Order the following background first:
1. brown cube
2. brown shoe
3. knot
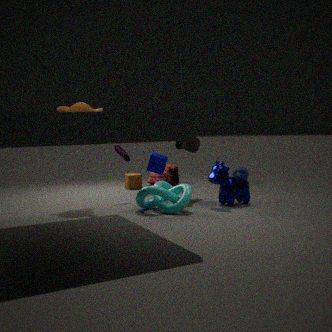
brown cube
brown shoe
knot
